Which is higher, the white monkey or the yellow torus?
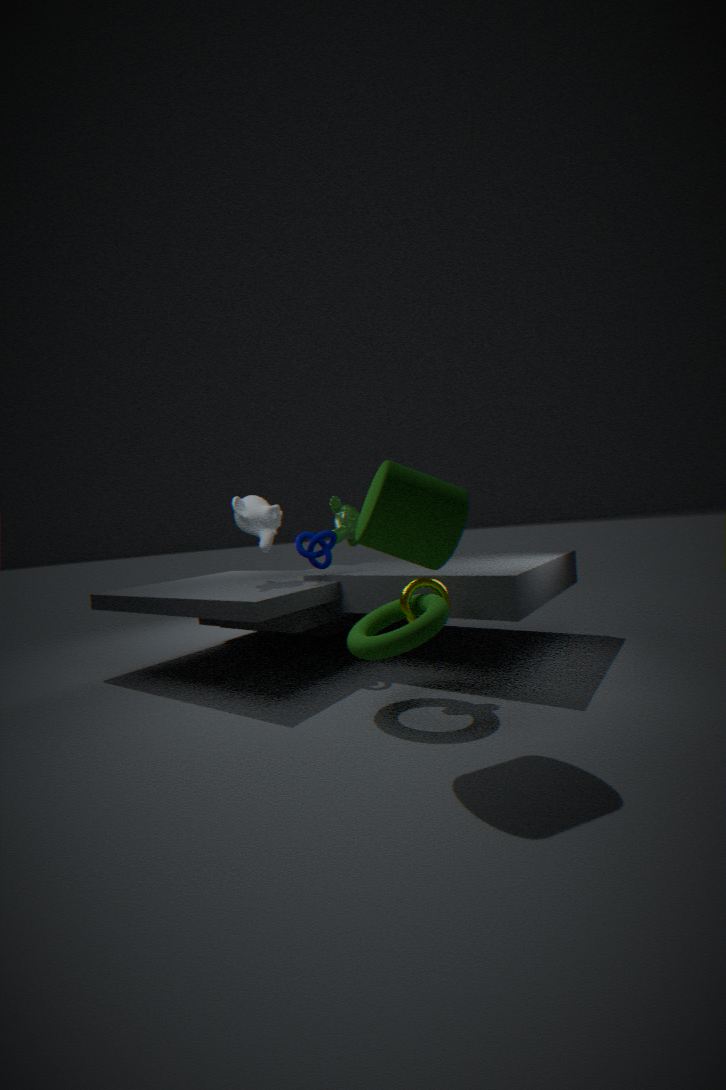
the white monkey
